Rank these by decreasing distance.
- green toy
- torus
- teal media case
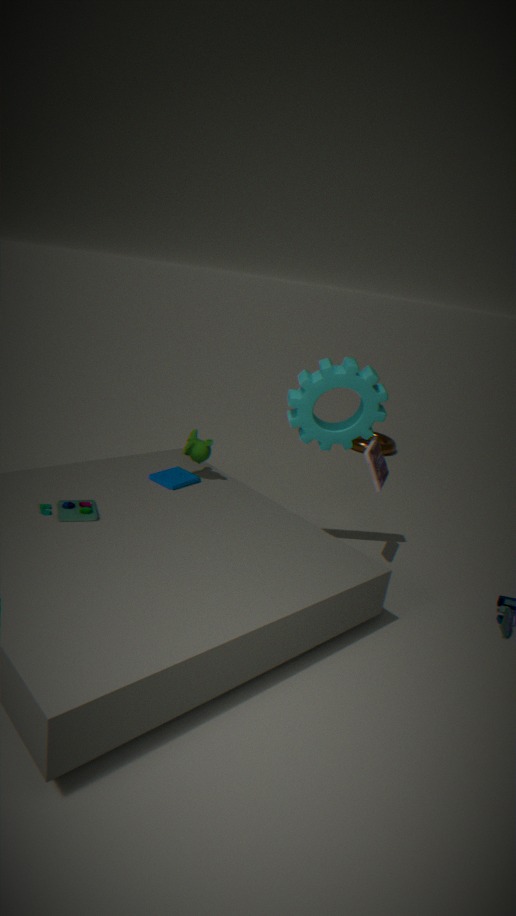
torus < teal media case < green toy
